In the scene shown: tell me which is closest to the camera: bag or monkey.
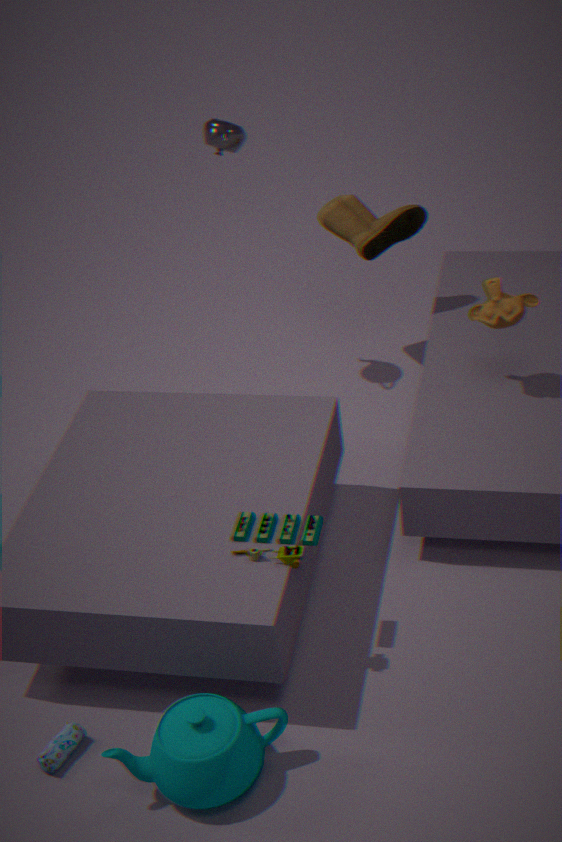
bag
